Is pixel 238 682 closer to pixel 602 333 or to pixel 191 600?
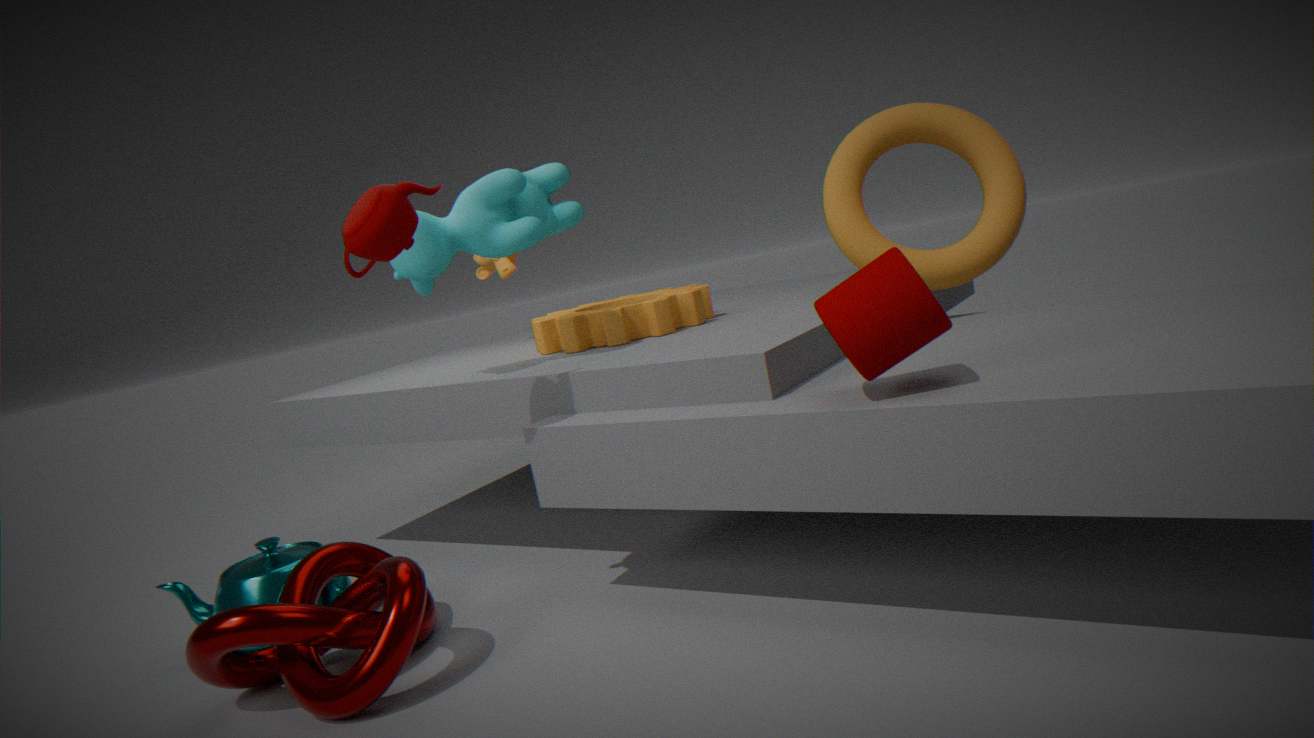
pixel 191 600
